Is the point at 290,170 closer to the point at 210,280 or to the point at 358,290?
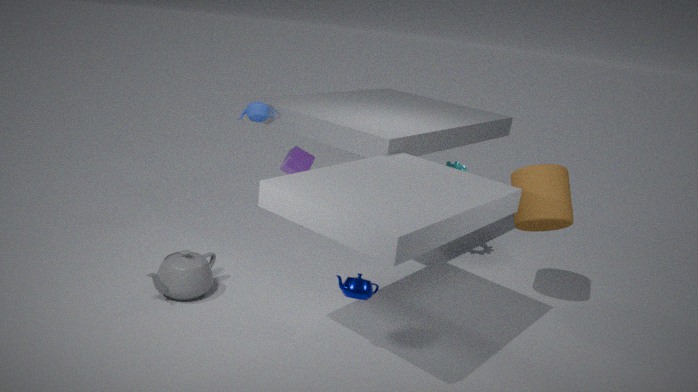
the point at 210,280
